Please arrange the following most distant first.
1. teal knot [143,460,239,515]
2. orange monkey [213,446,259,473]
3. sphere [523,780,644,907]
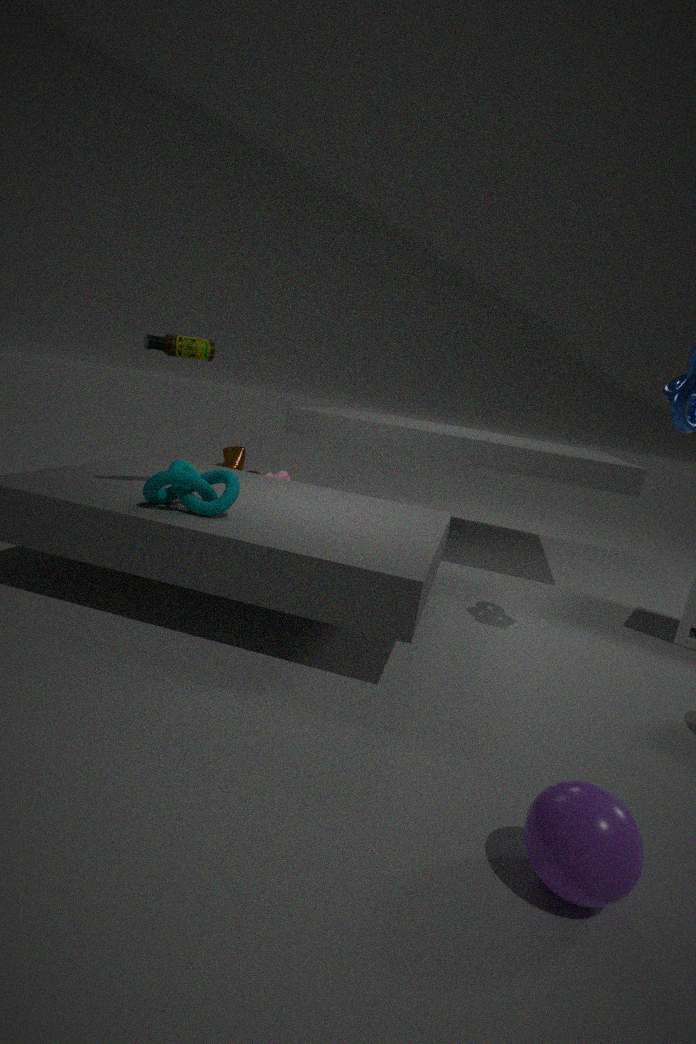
orange monkey [213,446,259,473] < teal knot [143,460,239,515] < sphere [523,780,644,907]
